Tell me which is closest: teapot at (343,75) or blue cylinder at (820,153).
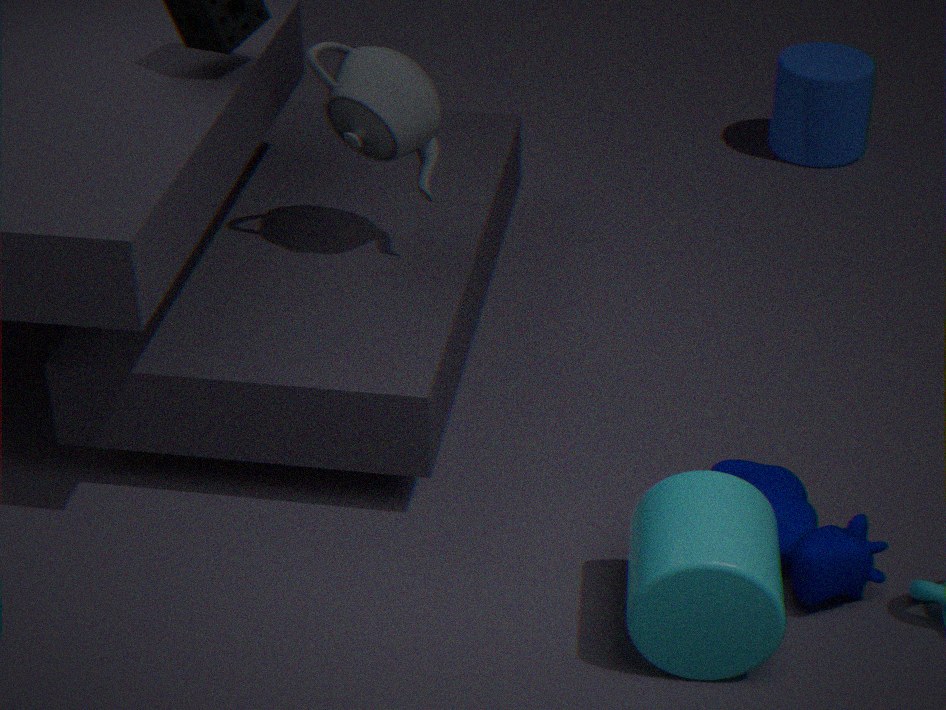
teapot at (343,75)
